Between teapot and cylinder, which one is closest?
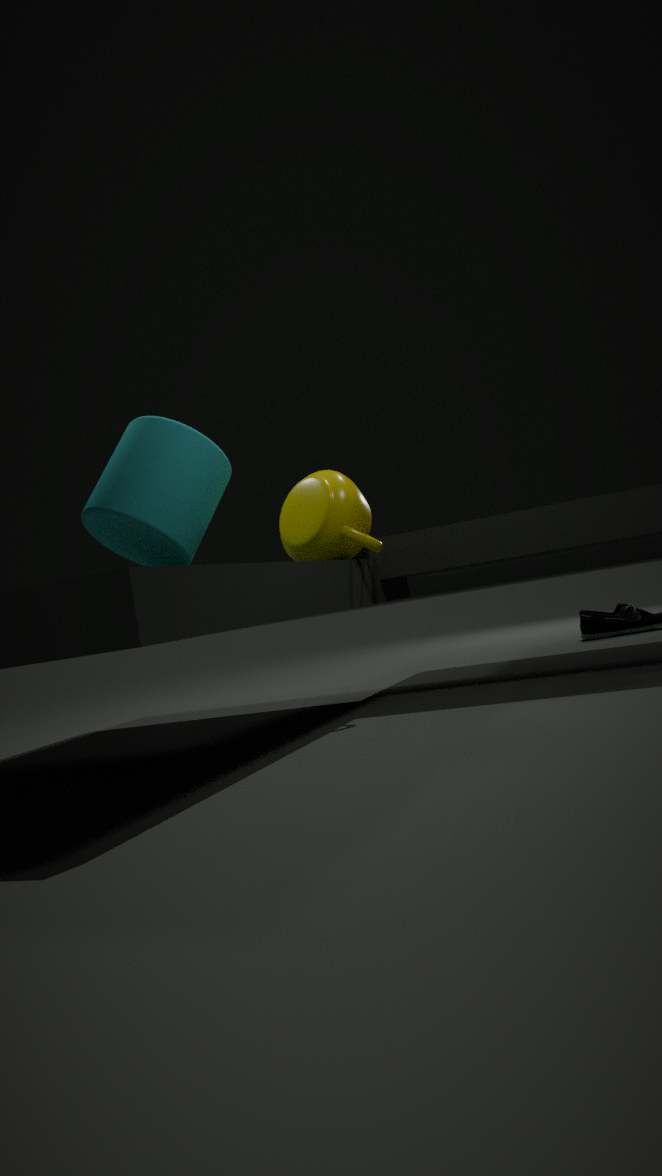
cylinder
